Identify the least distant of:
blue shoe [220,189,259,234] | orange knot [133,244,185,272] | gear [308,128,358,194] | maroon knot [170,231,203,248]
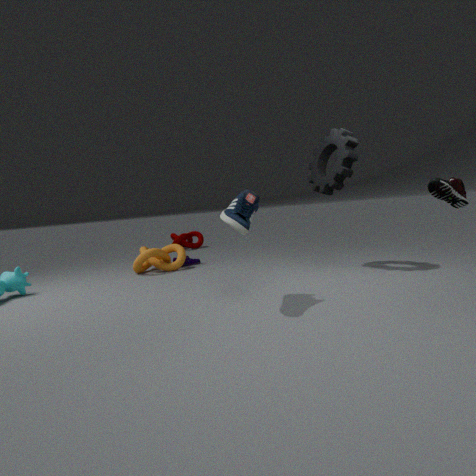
blue shoe [220,189,259,234]
